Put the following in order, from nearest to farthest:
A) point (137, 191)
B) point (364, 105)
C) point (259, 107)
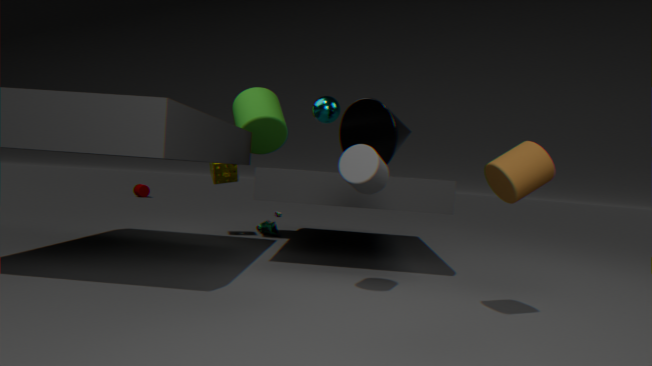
point (364, 105), point (259, 107), point (137, 191)
